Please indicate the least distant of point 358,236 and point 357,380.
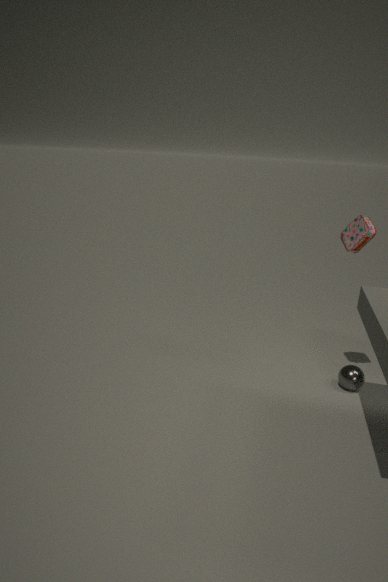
point 358,236
